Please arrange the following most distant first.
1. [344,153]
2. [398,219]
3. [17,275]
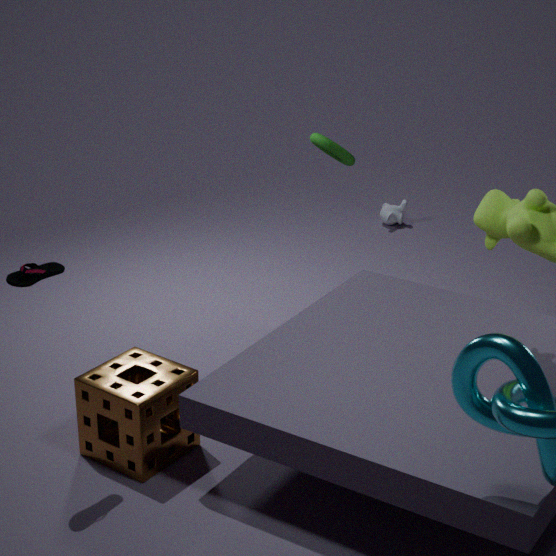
[398,219] < [344,153] < [17,275]
